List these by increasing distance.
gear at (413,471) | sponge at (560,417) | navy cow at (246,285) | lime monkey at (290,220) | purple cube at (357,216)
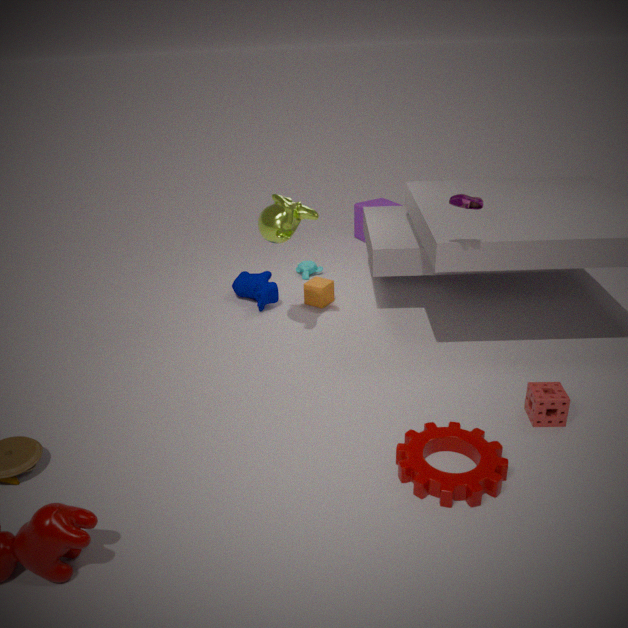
1. gear at (413,471)
2. sponge at (560,417)
3. lime monkey at (290,220)
4. navy cow at (246,285)
5. purple cube at (357,216)
